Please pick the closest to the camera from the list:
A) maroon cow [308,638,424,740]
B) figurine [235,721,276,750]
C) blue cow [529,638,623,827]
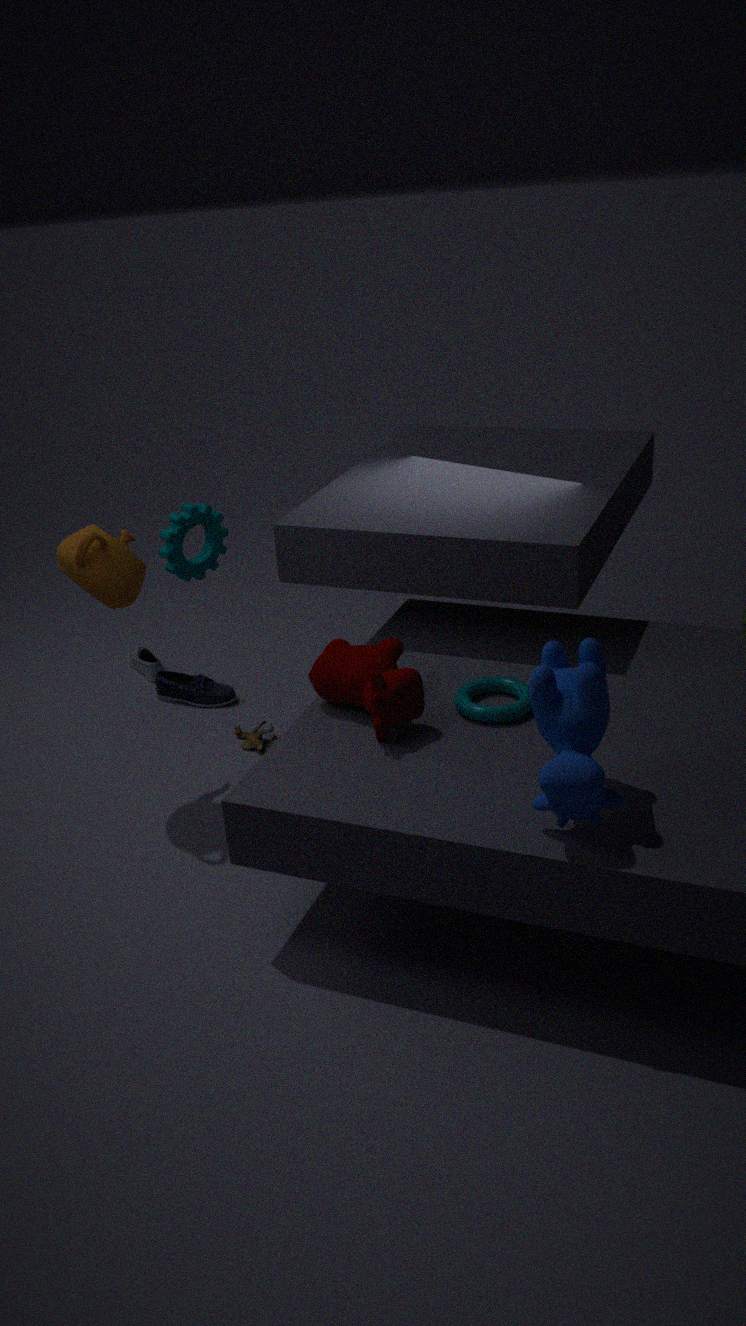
blue cow [529,638,623,827]
